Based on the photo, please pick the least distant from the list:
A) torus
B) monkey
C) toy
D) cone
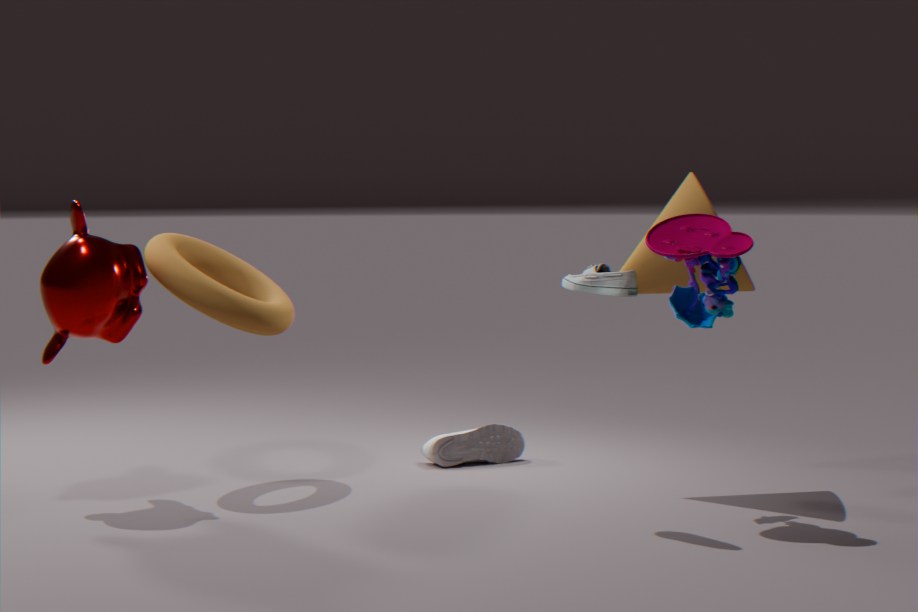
toy
